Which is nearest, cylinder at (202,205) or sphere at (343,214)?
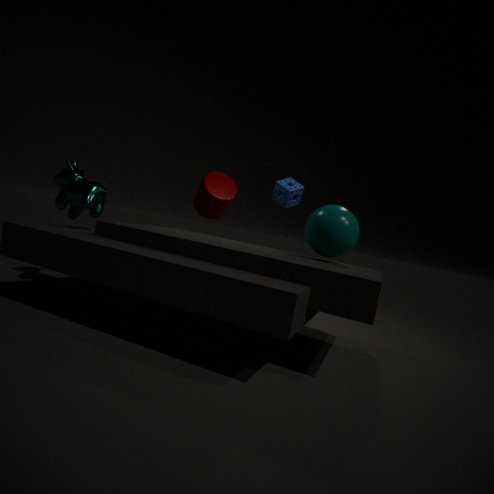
sphere at (343,214)
